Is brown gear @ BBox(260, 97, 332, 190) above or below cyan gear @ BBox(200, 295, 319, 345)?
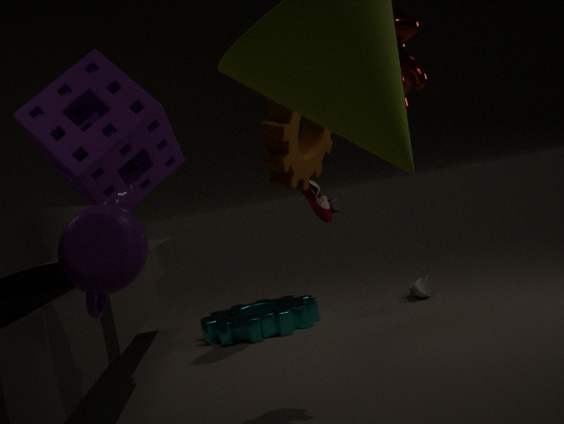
above
